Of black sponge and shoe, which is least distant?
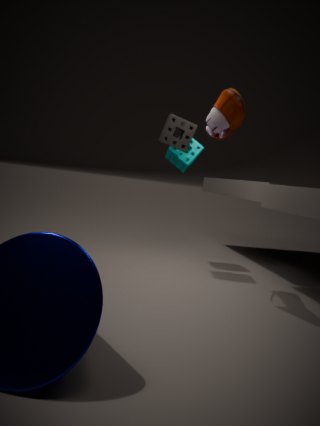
shoe
